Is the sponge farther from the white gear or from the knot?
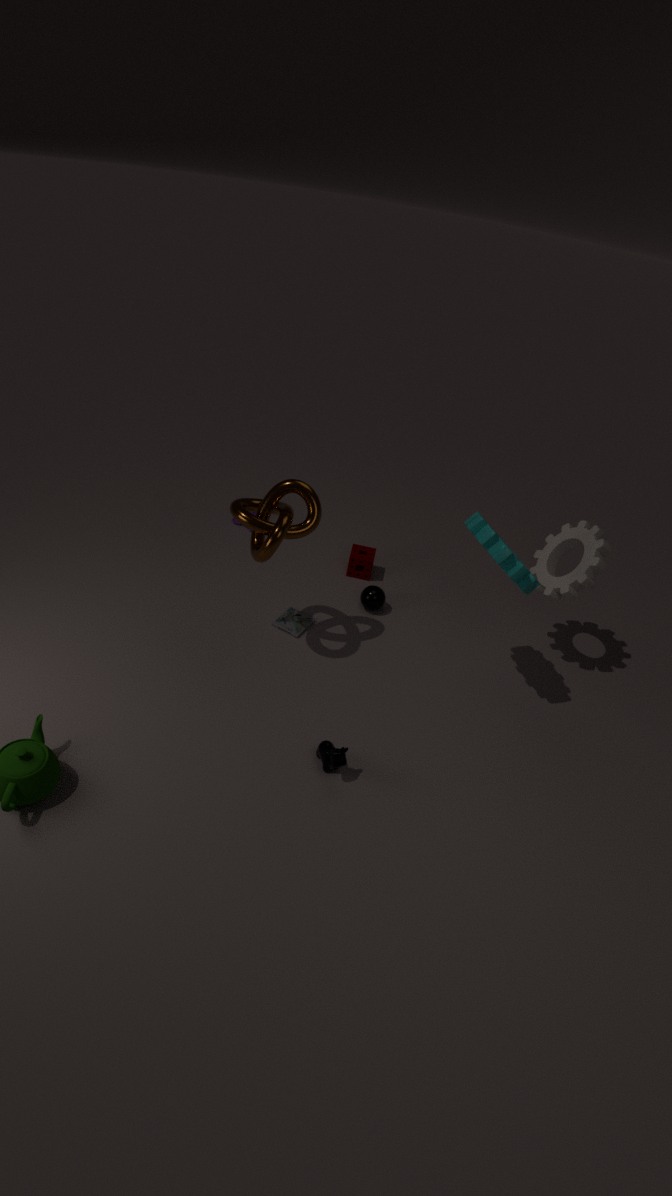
the white gear
